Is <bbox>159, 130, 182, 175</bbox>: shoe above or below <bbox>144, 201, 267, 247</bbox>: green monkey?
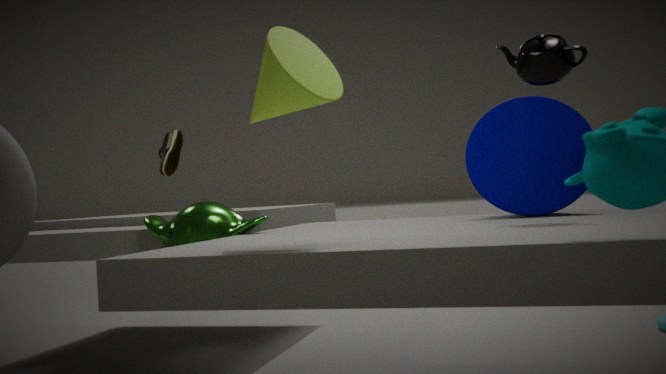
above
